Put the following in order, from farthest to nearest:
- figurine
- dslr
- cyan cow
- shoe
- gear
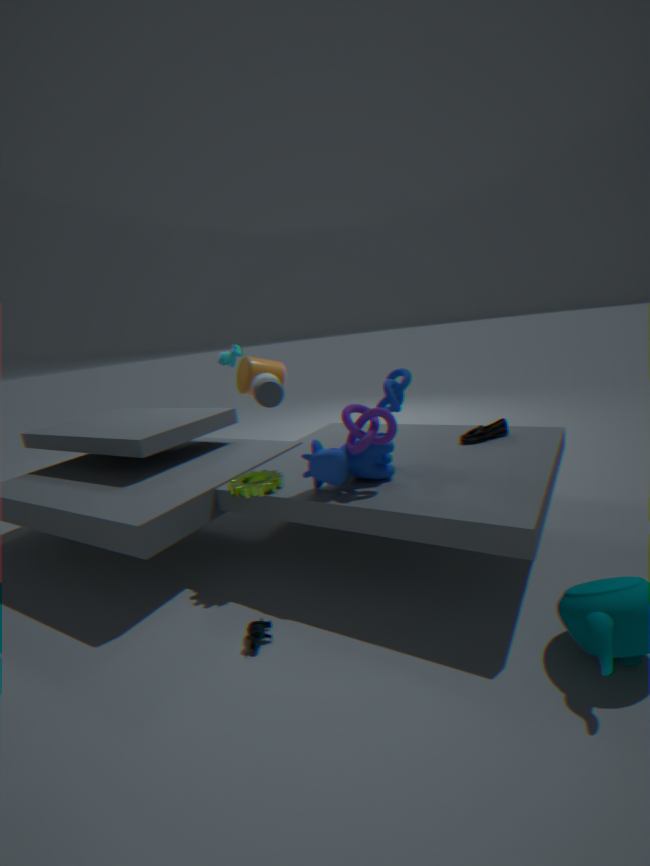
cyan cow < dslr < shoe < gear < figurine
